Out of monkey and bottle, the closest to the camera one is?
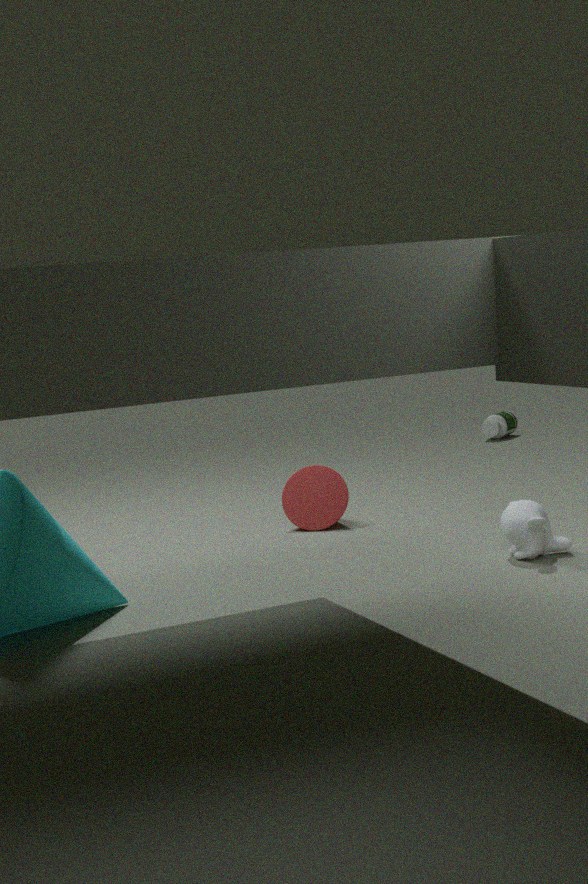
monkey
